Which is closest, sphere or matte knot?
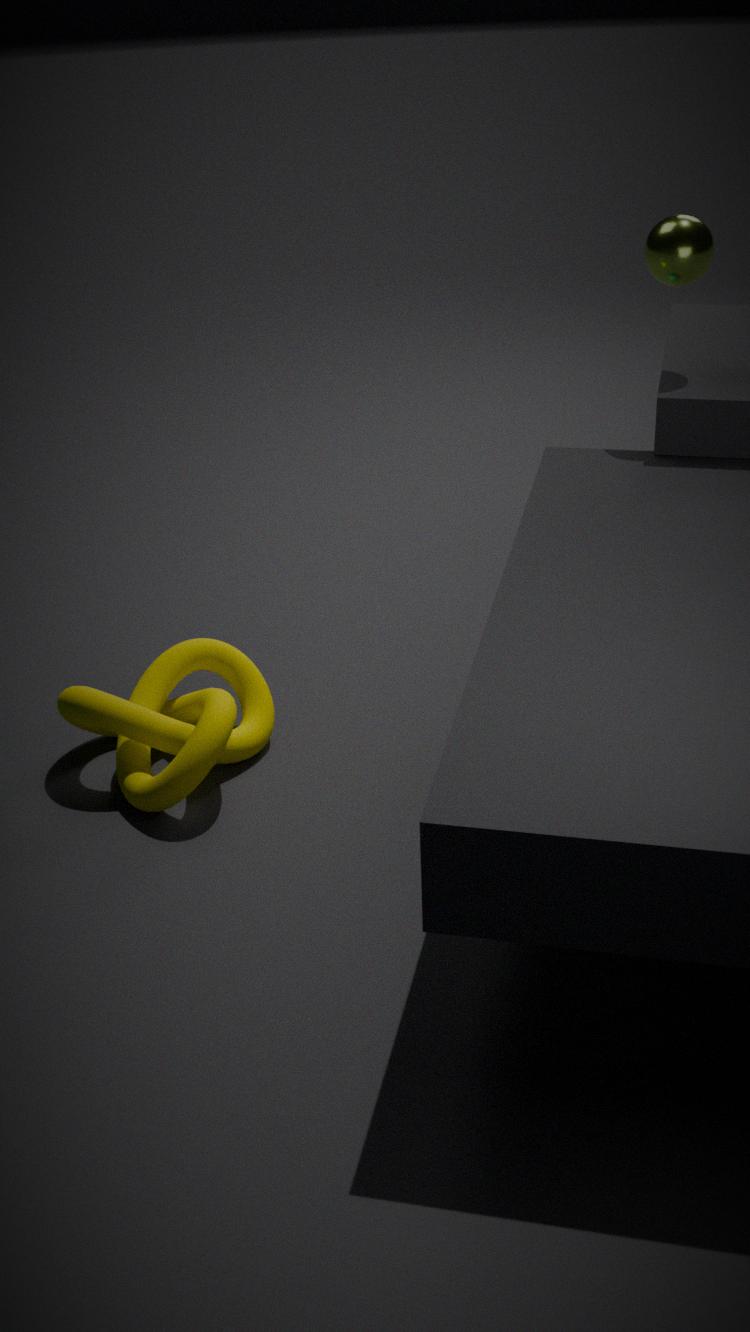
matte knot
